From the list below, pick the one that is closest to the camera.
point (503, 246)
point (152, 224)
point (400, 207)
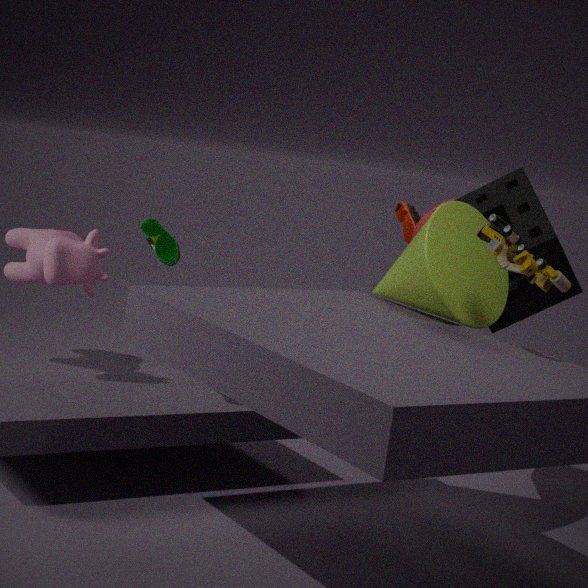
point (503, 246)
